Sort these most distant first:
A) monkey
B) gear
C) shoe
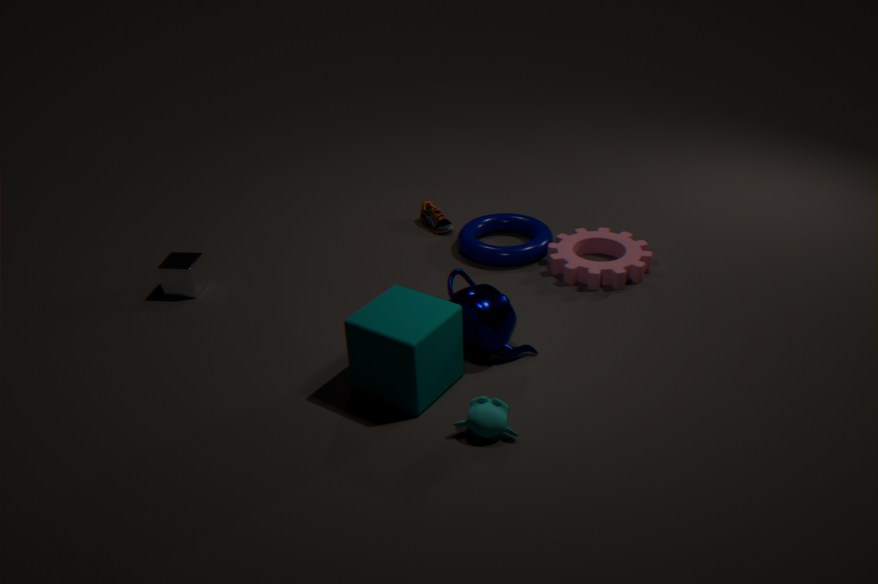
C. shoe → B. gear → A. monkey
